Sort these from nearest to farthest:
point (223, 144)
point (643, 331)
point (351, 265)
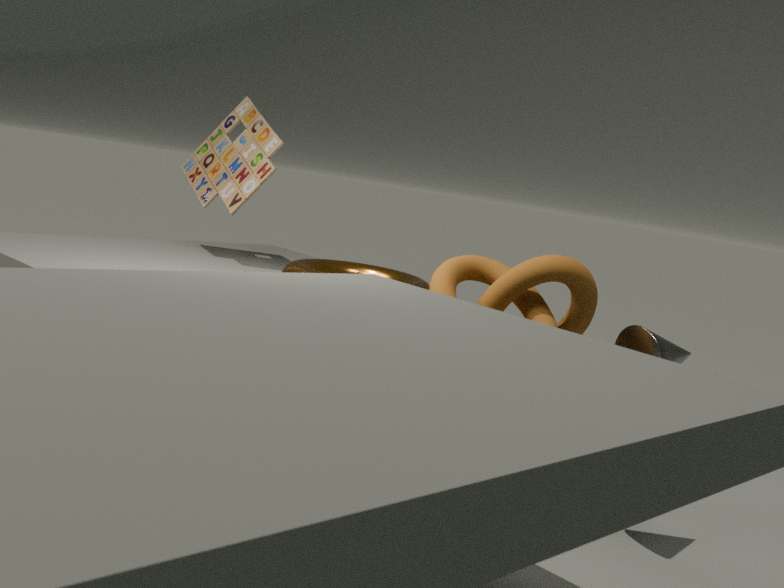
point (643, 331) < point (351, 265) < point (223, 144)
